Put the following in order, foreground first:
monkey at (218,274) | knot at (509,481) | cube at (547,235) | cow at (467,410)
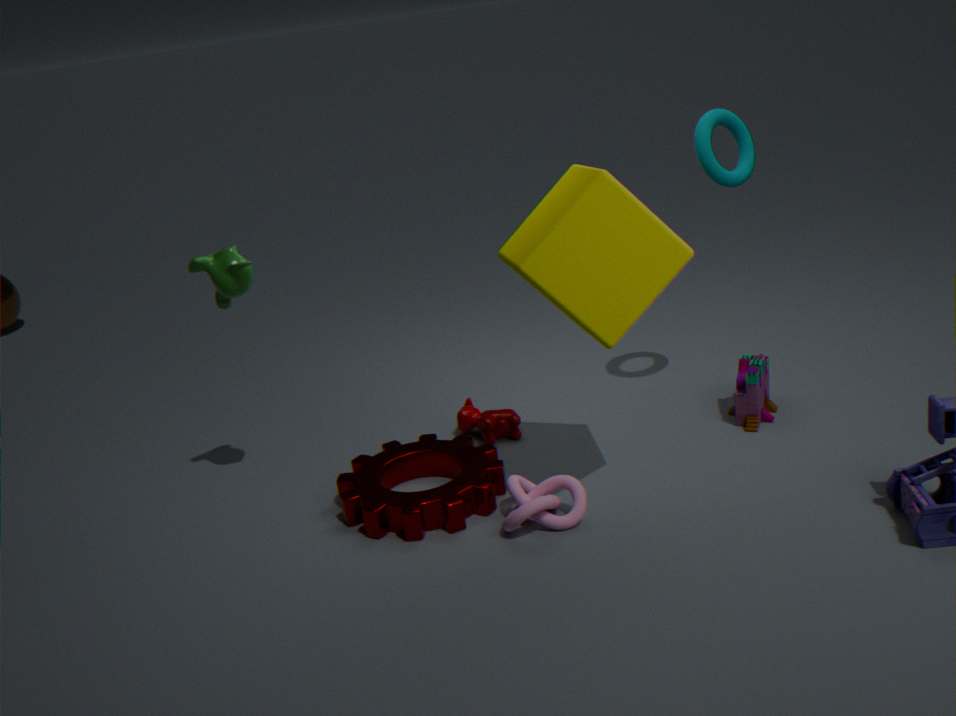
cube at (547,235)
knot at (509,481)
monkey at (218,274)
cow at (467,410)
